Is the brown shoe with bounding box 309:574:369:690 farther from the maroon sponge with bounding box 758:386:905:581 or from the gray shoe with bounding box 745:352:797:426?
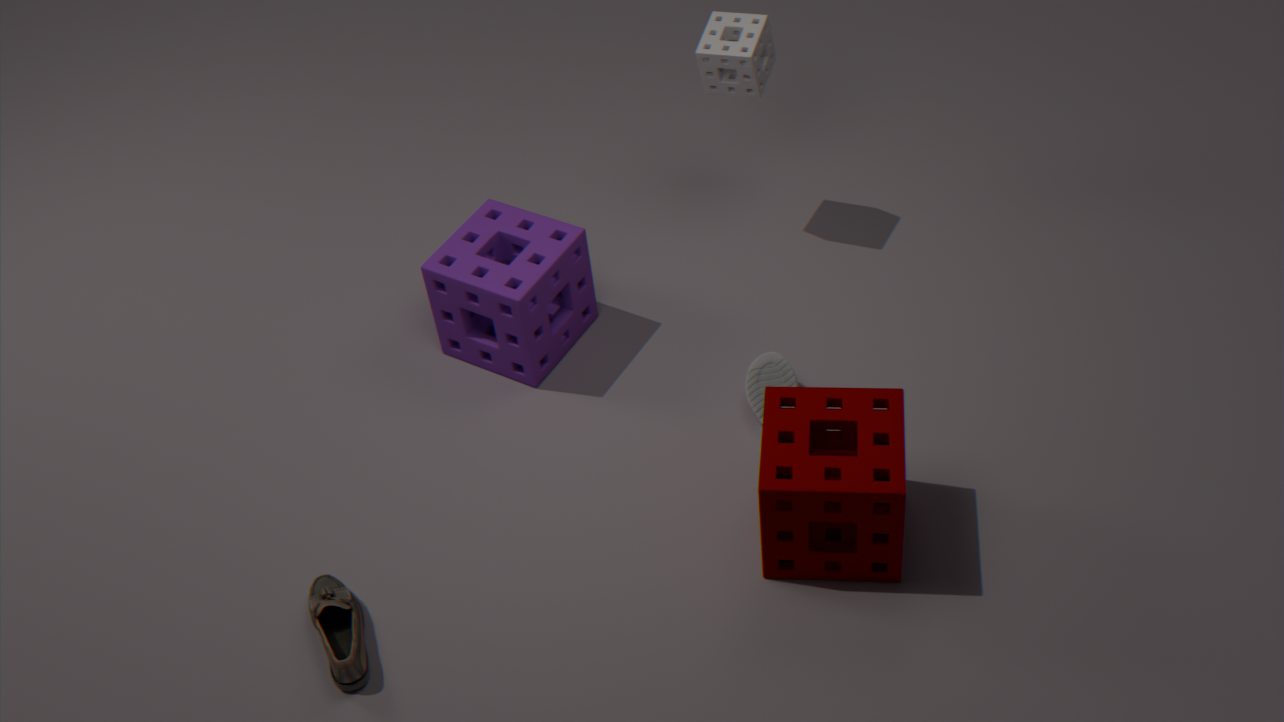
the gray shoe with bounding box 745:352:797:426
